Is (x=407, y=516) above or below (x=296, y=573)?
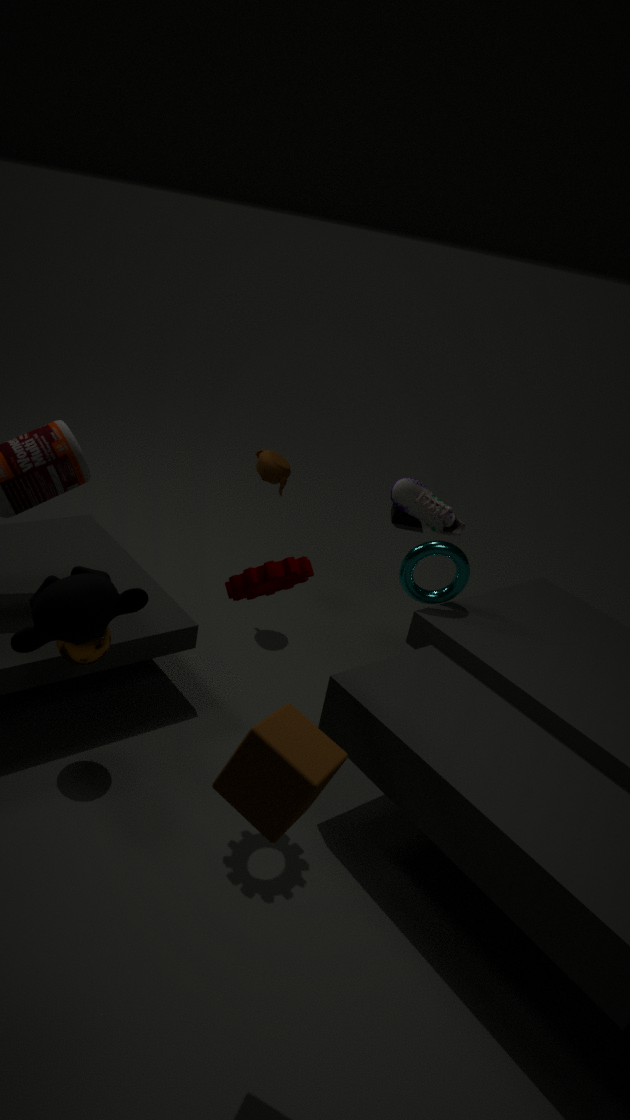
below
